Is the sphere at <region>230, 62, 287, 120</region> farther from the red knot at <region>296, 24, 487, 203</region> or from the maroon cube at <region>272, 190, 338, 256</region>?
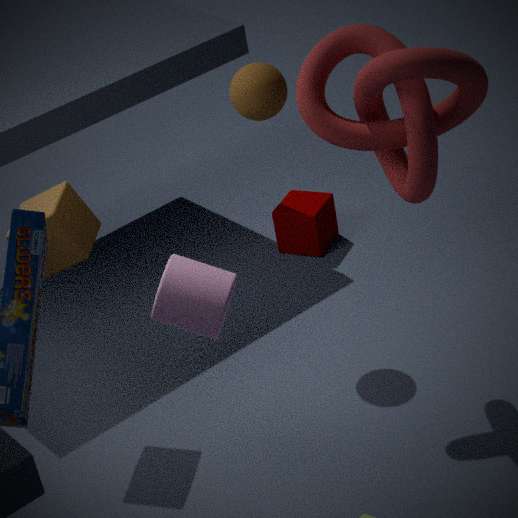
the maroon cube at <region>272, 190, 338, 256</region>
